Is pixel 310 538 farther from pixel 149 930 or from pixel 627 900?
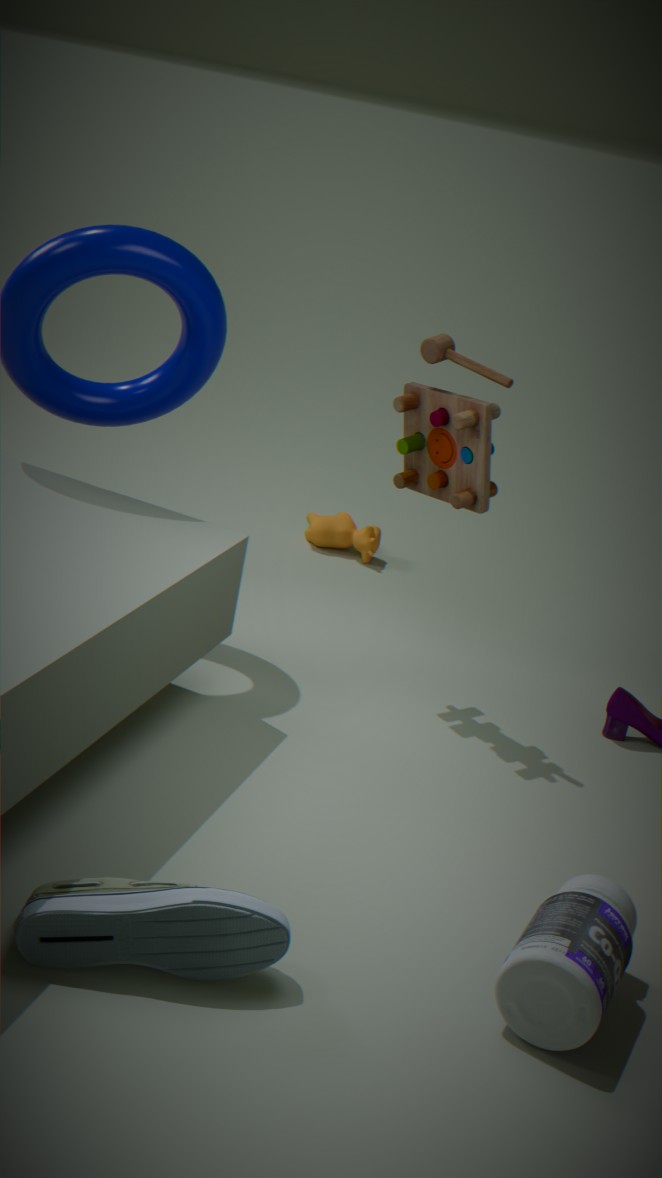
pixel 149 930
